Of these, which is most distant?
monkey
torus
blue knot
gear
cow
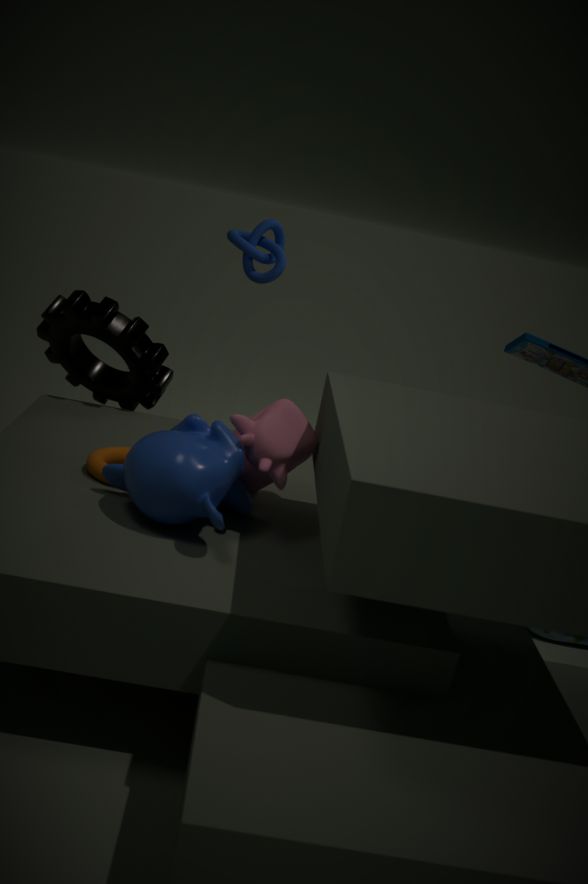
blue knot
